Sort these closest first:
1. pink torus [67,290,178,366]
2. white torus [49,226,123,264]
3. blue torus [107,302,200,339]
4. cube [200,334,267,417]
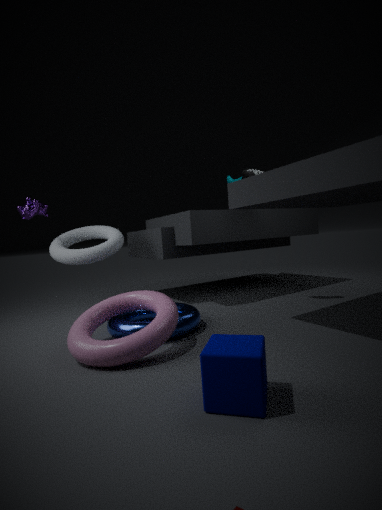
cube [200,334,267,417]
pink torus [67,290,178,366]
blue torus [107,302,200,339]
white torus [49,226,123,264]
